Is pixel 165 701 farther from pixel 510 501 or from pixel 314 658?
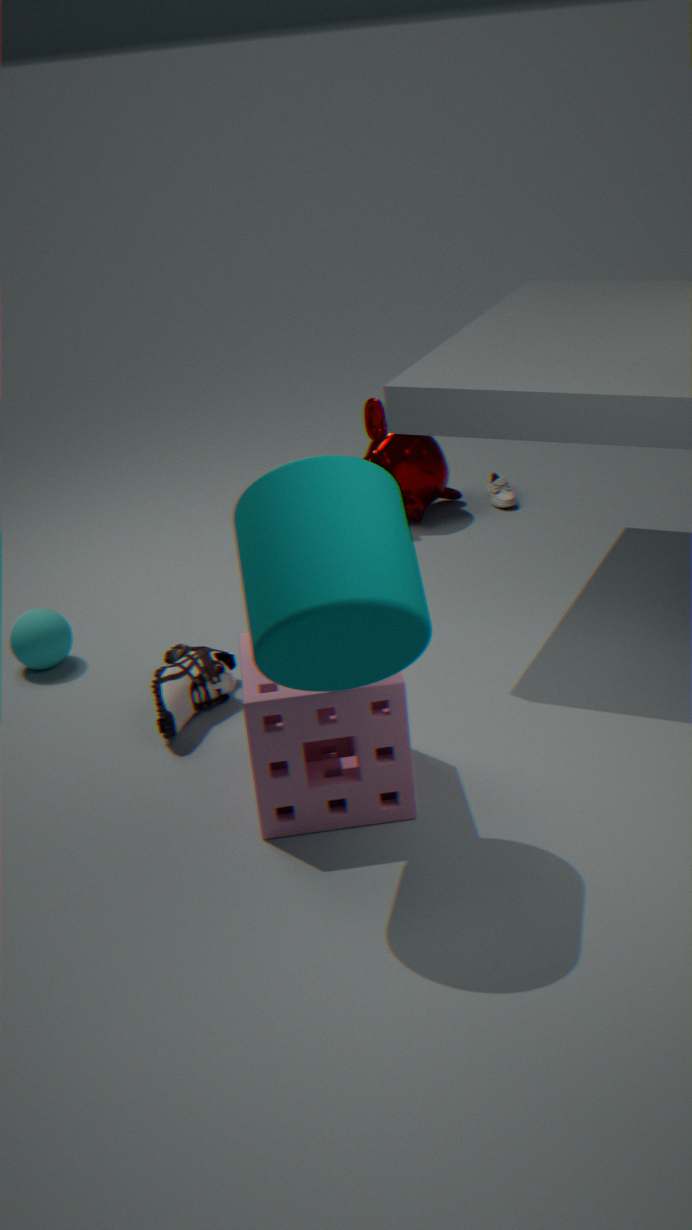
pixel 510 501
